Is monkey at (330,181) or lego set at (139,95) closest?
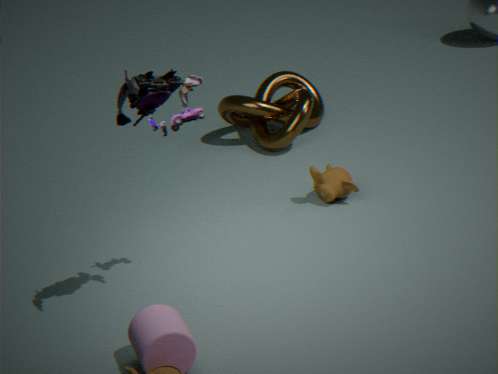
lego set at (139,95)
